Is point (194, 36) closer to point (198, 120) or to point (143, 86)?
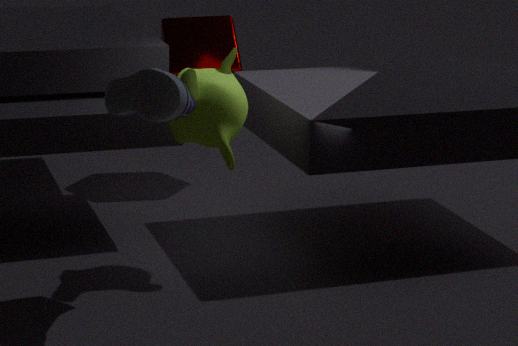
point (198, 120)
